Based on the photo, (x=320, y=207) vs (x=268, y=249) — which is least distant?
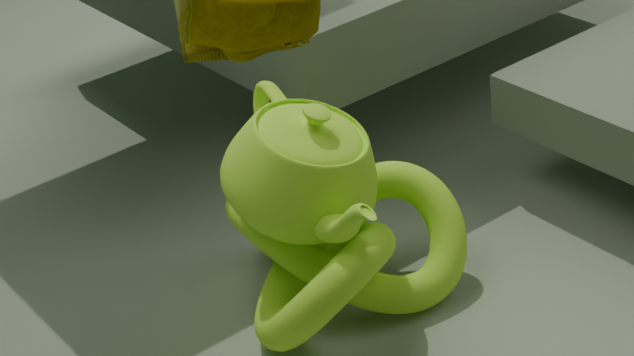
(x=320, y=207)
